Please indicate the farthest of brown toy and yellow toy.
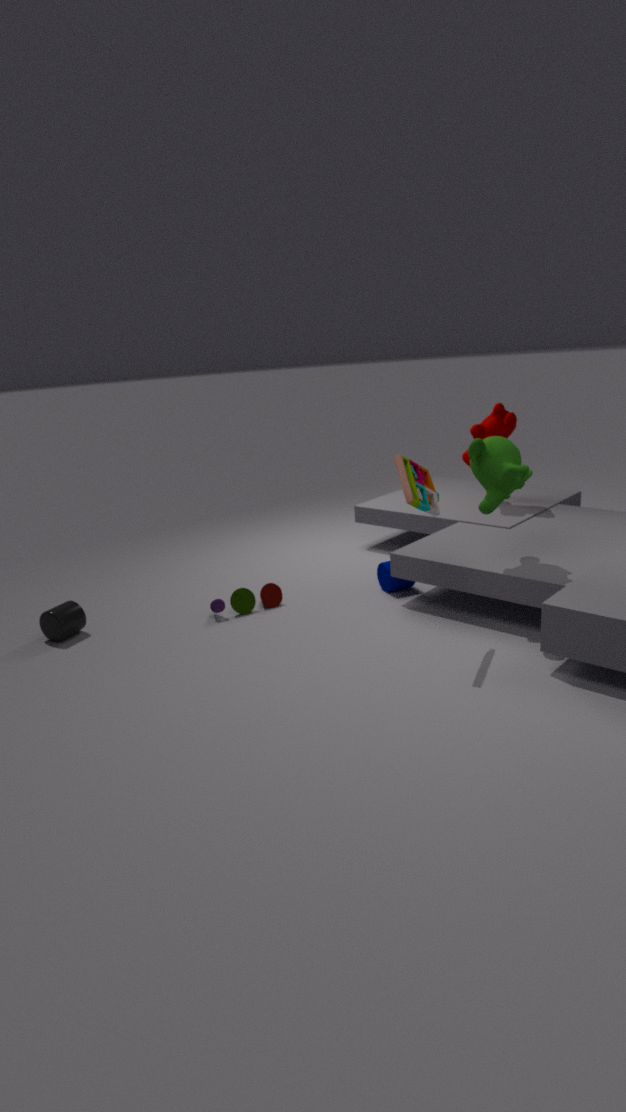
yellow toy
